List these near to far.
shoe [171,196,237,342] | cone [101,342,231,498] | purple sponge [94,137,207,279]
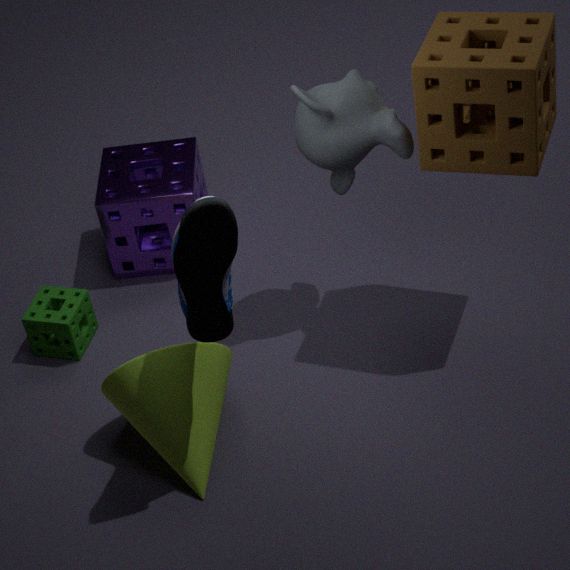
1. shoe [171,196,237,342]
2. cone [101,342,231,498]
3. purple sponge [94,137,207,279]
